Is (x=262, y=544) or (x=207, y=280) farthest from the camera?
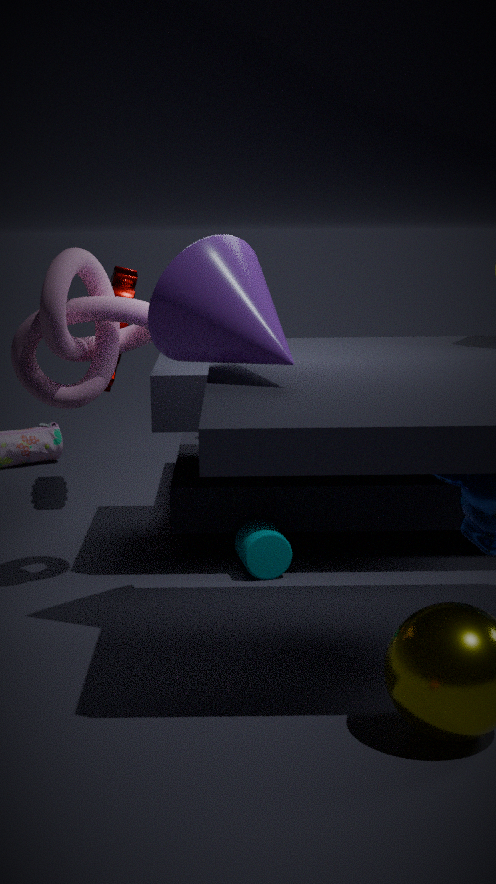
(x=262, y=544)
